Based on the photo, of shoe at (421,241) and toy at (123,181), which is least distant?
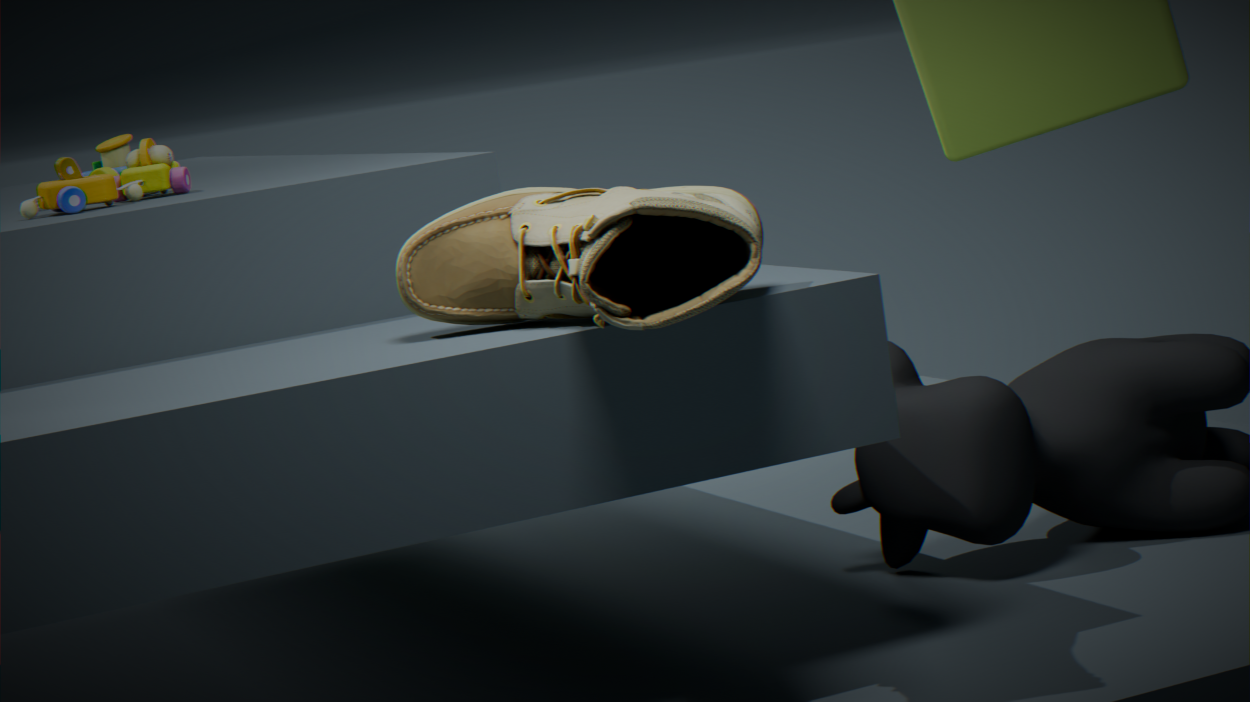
shoe at (421,241)
